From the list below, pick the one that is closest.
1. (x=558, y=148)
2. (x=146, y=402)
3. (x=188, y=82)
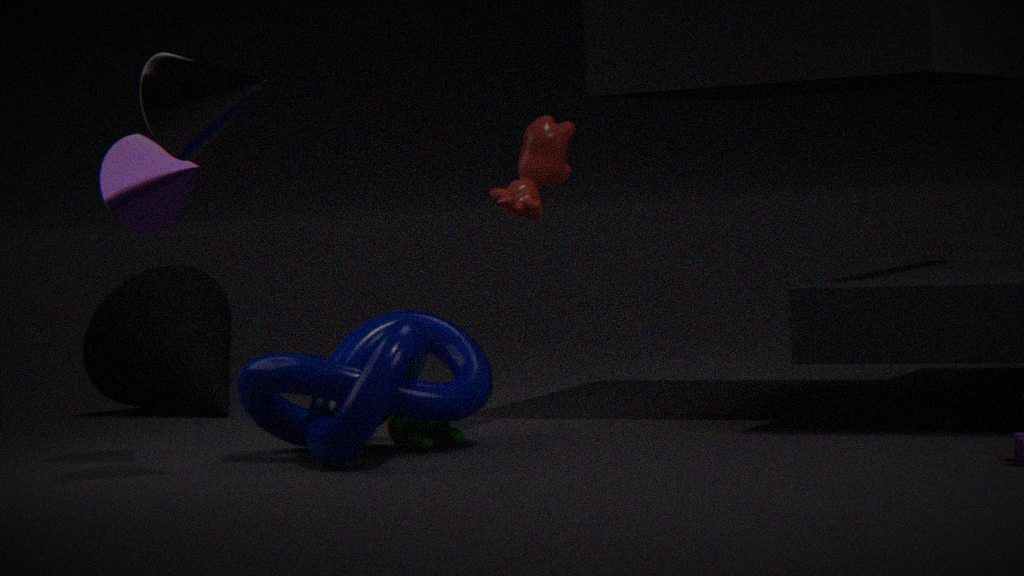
(x=188, y=82)
